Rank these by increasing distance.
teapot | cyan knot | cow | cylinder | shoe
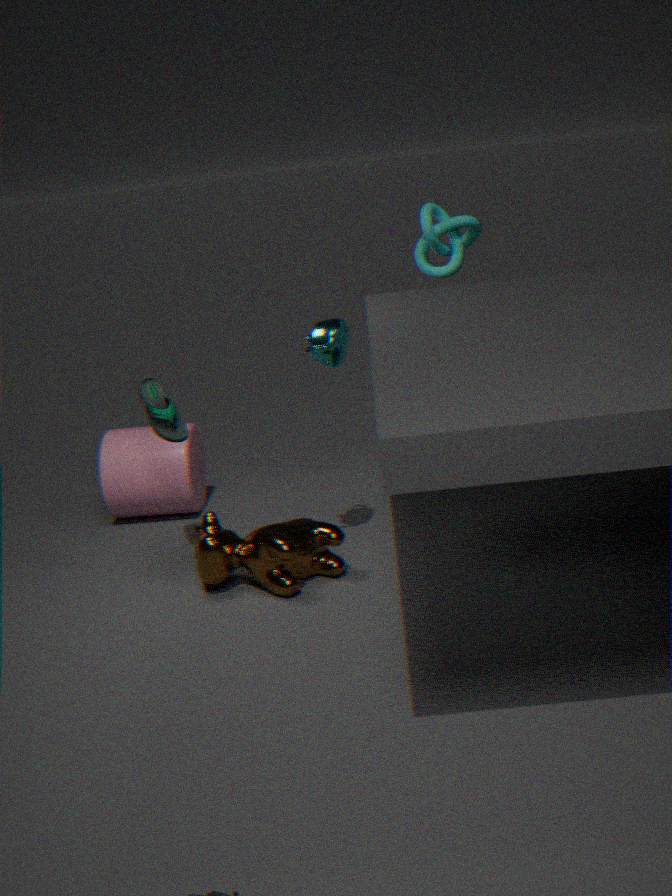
teapot
cow
shoe
cyan knot
cylinder
